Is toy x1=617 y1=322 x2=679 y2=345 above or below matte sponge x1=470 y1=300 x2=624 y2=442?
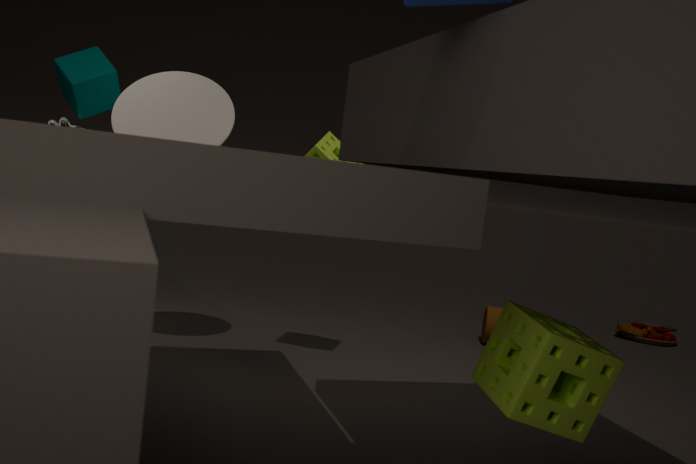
below
